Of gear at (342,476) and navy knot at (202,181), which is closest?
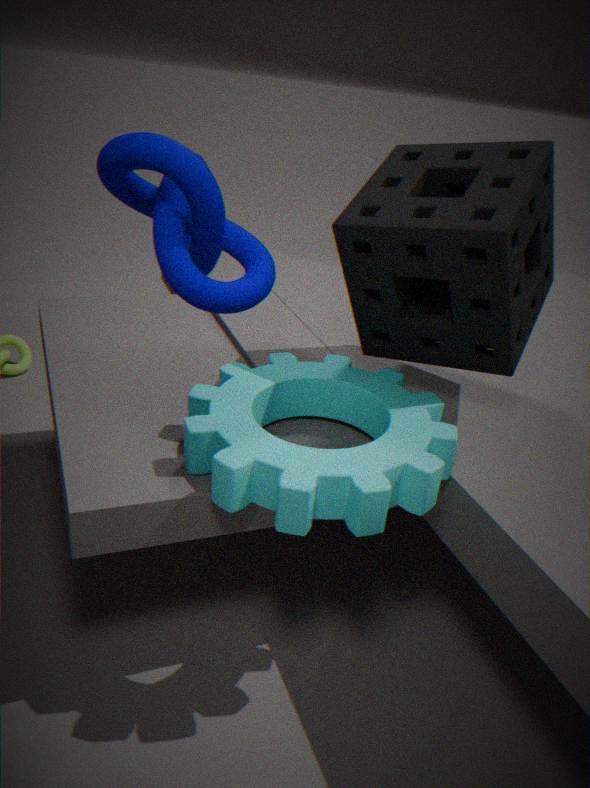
navy knot at (202,181)
